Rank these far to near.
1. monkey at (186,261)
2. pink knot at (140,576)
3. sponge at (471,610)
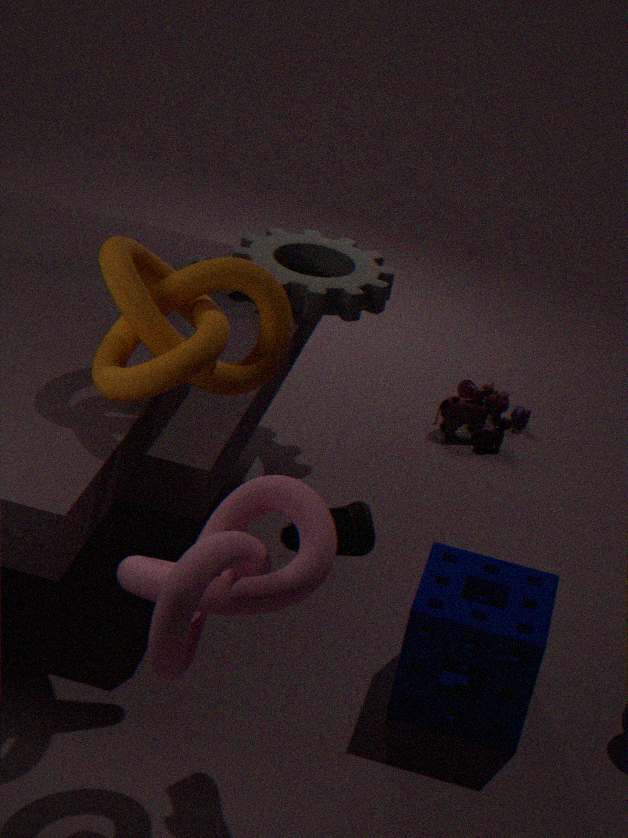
monkey at (186,261) → sponge at (471,610) → pink knot at (140,576)
